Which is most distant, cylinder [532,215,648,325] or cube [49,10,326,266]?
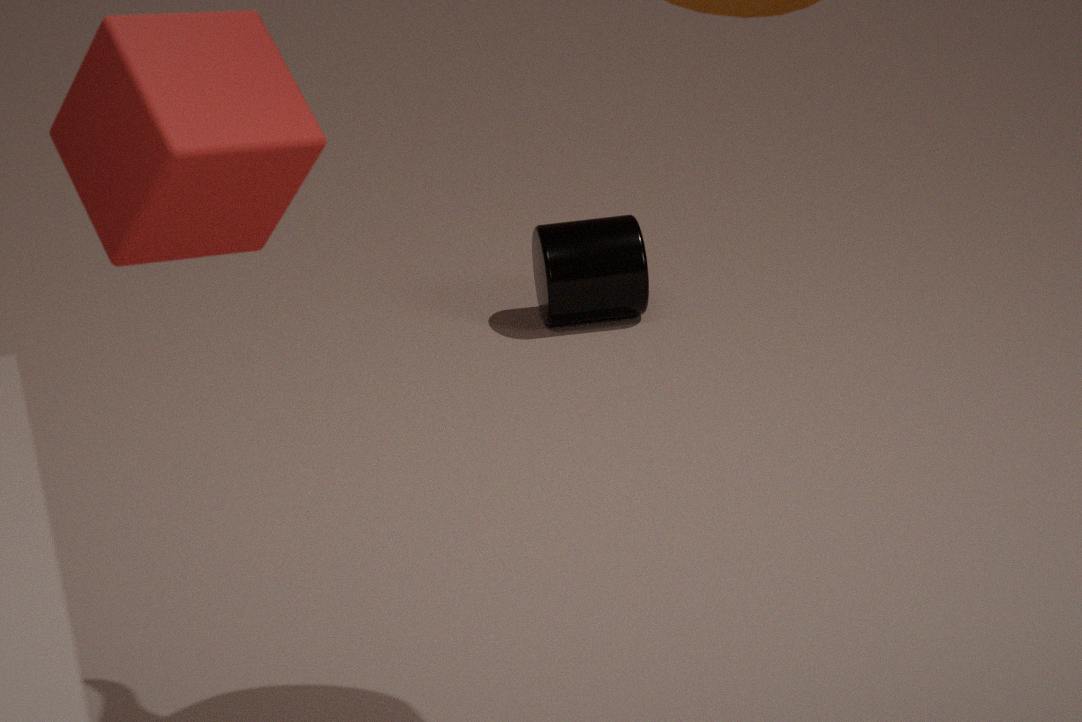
cylinder [532,215,648,325]
